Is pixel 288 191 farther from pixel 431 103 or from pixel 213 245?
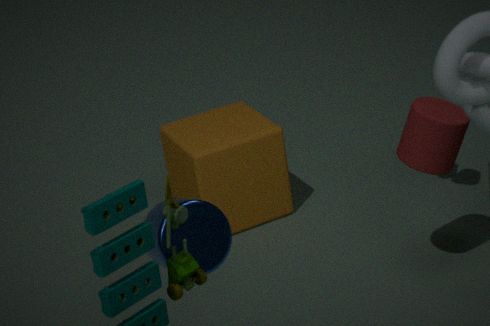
pixel 213 245
